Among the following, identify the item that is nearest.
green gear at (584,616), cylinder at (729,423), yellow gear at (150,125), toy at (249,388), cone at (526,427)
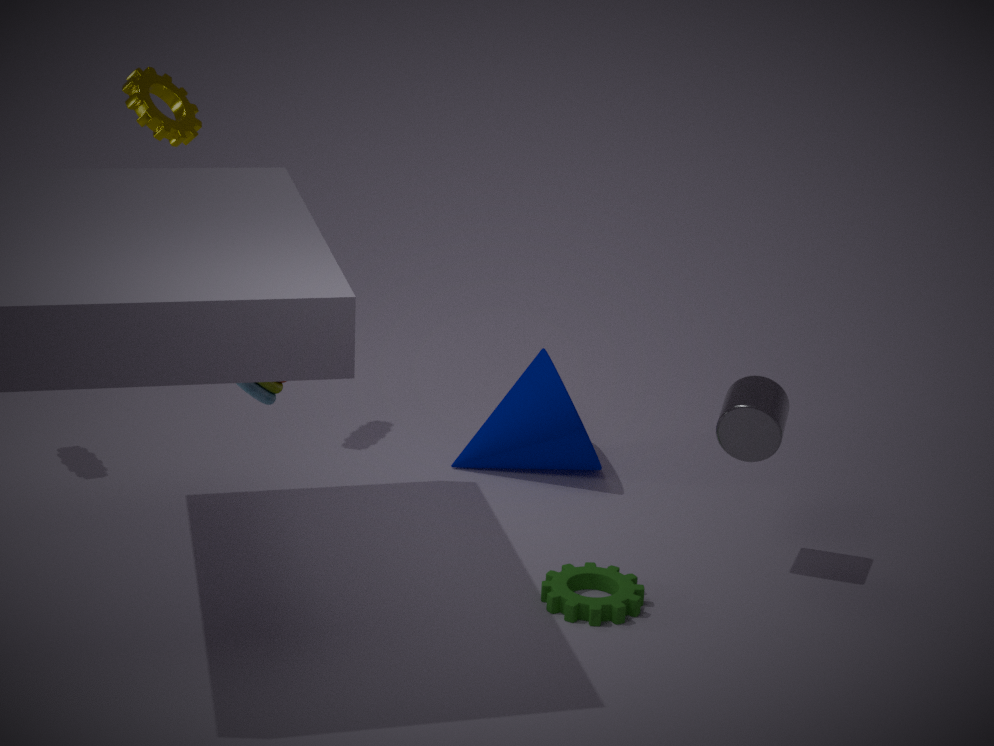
green gear at (584,616)
